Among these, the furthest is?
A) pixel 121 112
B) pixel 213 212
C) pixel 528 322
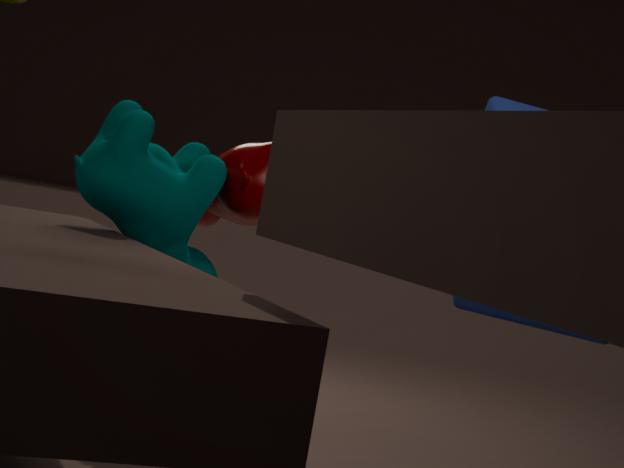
pixel 213 212
